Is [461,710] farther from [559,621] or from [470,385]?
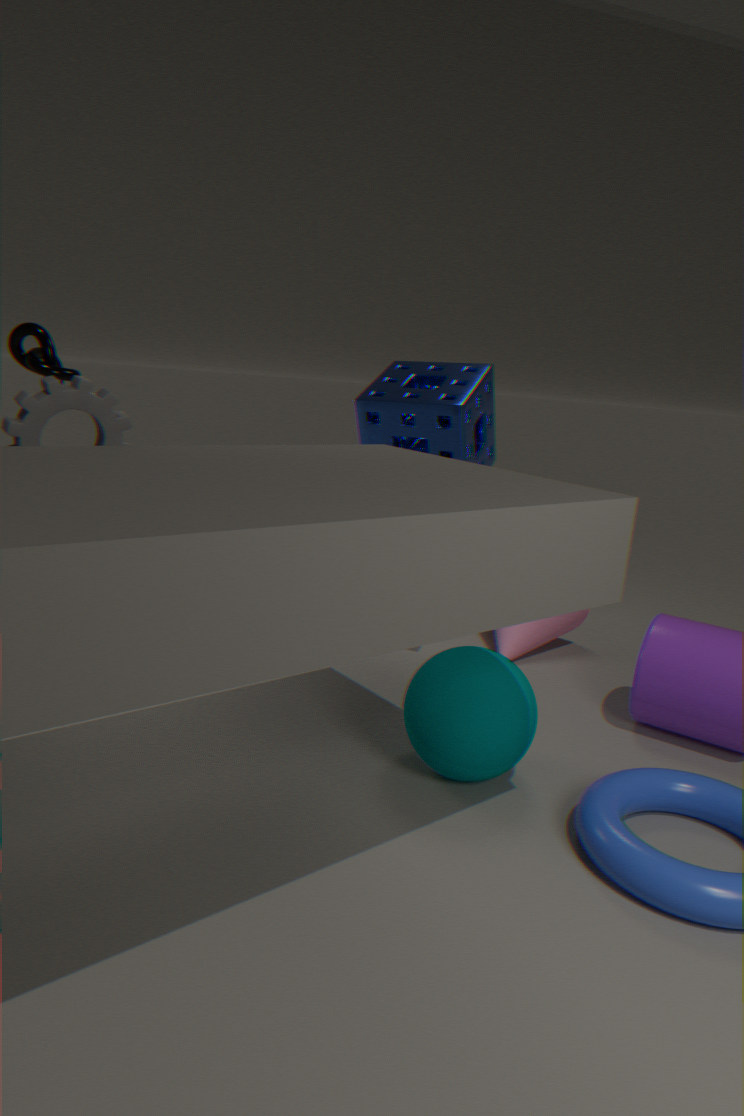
[559,621]
